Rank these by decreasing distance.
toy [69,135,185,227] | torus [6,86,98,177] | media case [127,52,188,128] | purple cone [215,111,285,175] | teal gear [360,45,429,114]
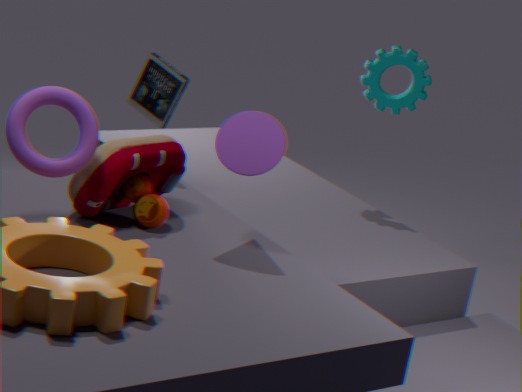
teal gear [360,45,429,114] < media case [127,52,188,128] < purple cone [215,111,285,175] < toy [69,135,185,227] < torus [6,86,98,177]
